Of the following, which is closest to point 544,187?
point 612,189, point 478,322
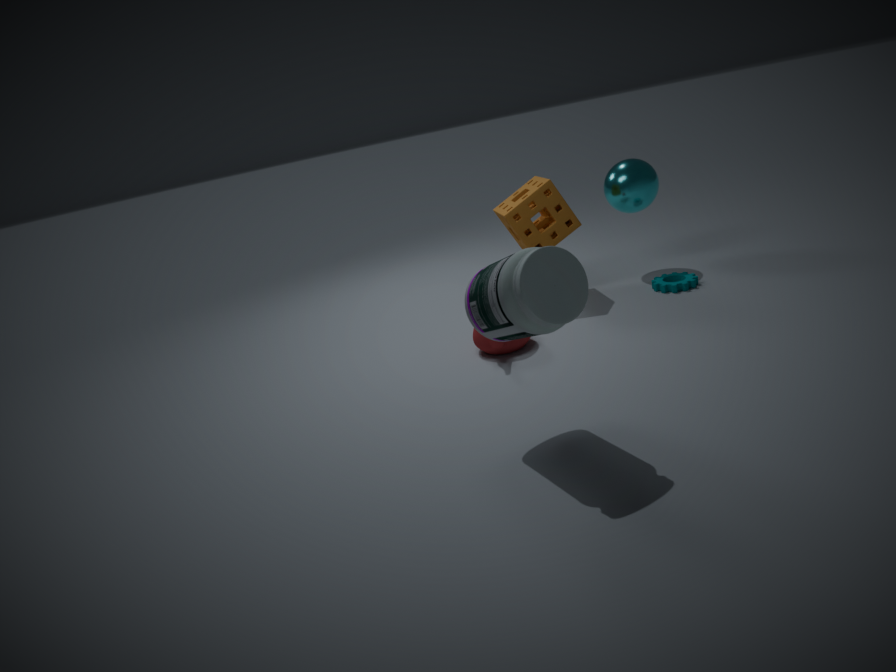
point 612,189
